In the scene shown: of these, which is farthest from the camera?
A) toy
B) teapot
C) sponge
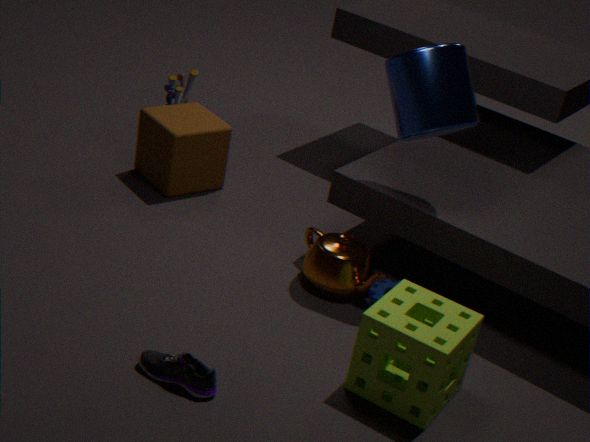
A. toy
